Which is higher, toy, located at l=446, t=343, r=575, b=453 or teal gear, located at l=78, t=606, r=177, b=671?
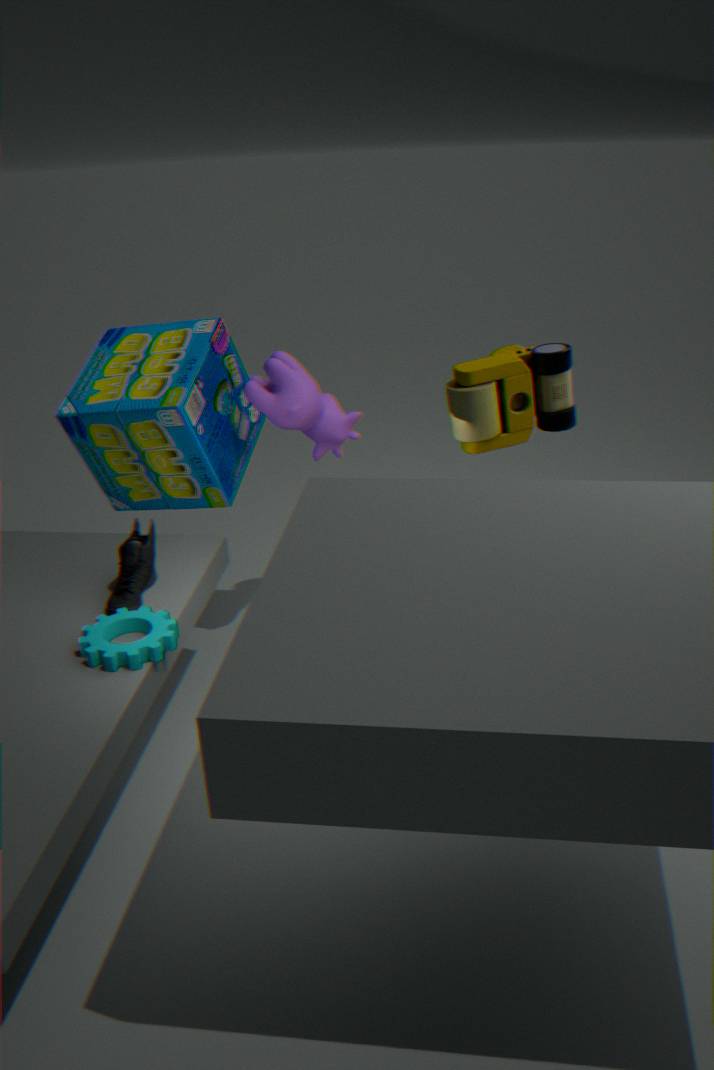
toy, located at l=446, t=343, r=575, b=453
